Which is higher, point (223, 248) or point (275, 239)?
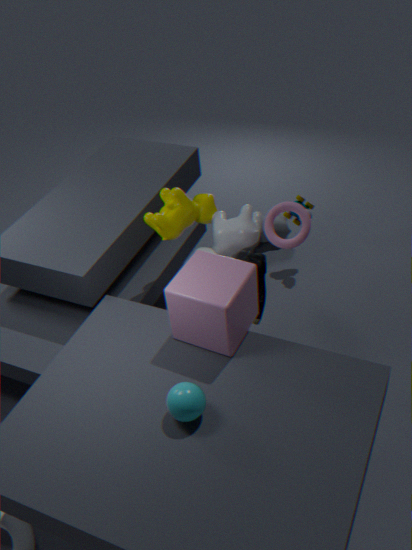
point (275, 239)
